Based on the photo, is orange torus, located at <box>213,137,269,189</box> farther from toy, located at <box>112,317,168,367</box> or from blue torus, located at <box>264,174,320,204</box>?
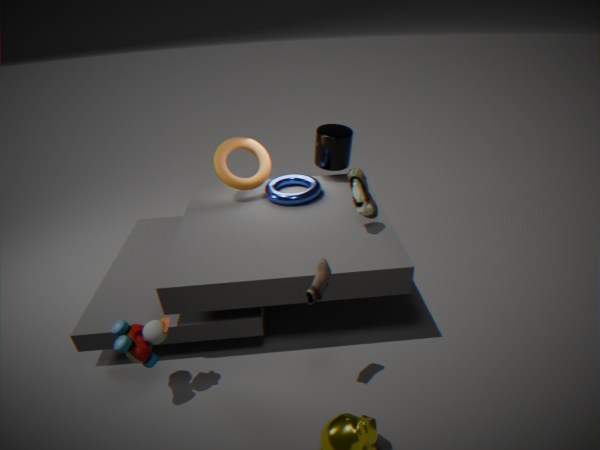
toy, located at <box>112,317,168,367</box>
